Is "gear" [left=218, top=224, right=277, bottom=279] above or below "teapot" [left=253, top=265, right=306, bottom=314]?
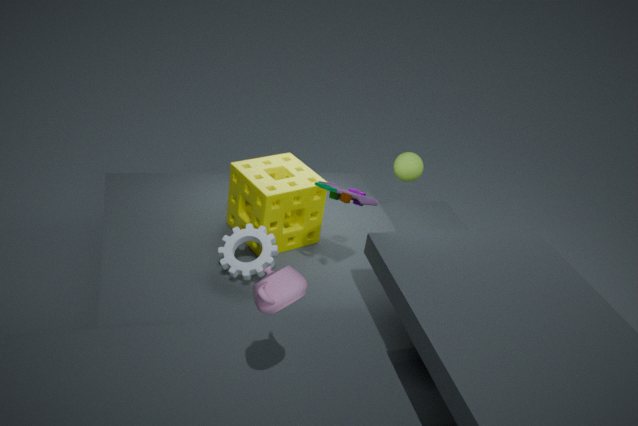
below
